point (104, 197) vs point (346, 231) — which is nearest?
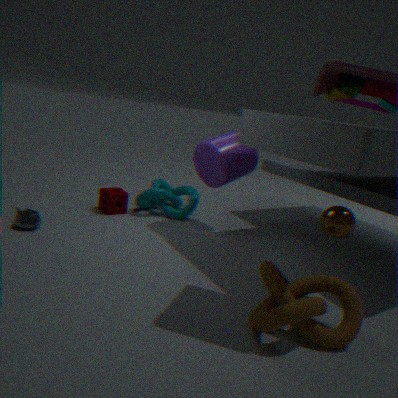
point (346, 231)
